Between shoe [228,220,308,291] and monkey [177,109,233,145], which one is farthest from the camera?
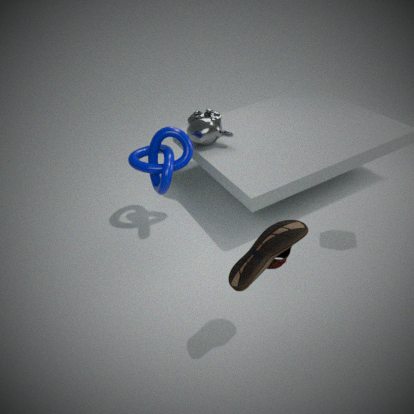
monkey [177,109,233,145]
